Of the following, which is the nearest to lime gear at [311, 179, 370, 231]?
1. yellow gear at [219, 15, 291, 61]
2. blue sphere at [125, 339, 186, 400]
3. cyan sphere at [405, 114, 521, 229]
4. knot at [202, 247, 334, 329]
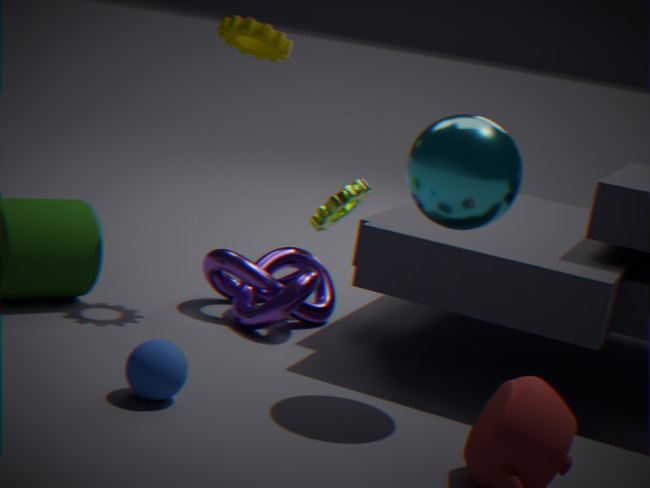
knot at [202, 247, 334, 329]
